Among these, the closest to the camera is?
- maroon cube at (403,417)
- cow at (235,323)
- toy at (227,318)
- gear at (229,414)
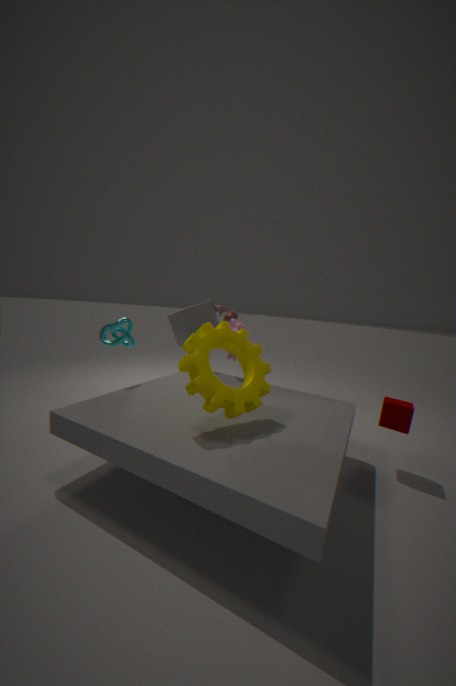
gear at (229,414)
